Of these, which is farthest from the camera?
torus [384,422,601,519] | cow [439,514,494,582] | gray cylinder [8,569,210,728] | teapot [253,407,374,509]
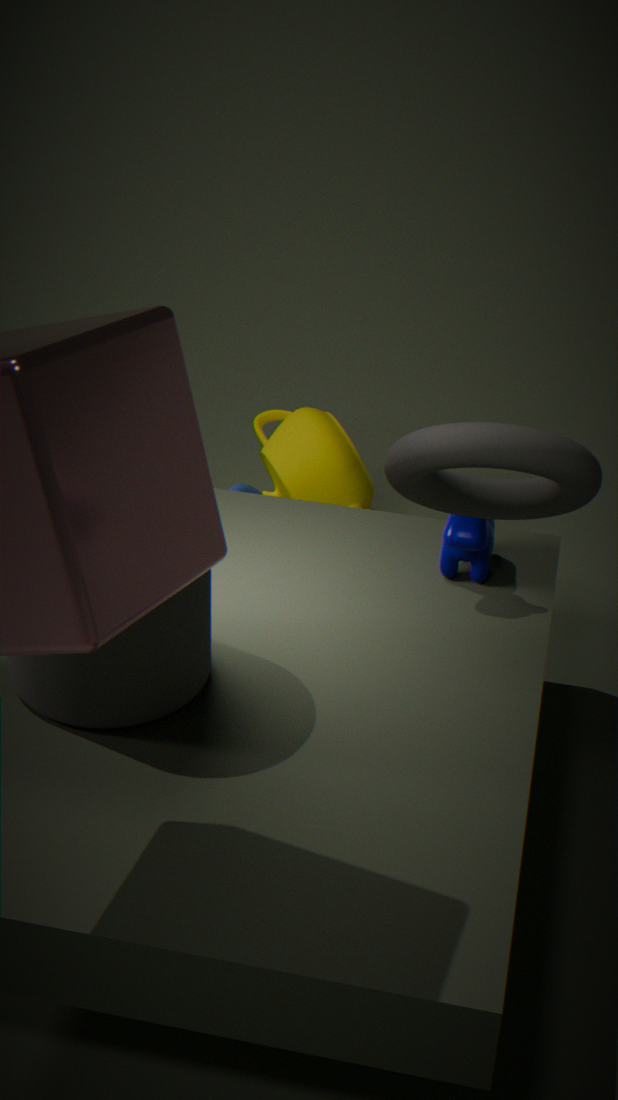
teapot [253,407,374,509]
